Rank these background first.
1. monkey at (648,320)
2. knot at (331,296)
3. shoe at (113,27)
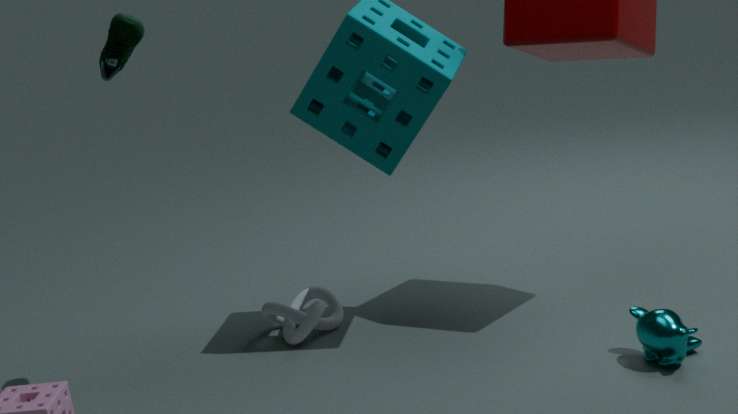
1. knot at (331,296)
2. monkey at (648,320)
3. shoe at (113,27)
